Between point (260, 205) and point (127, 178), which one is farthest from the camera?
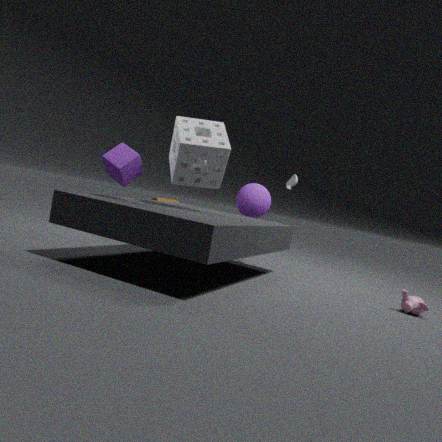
point (260, 205)
